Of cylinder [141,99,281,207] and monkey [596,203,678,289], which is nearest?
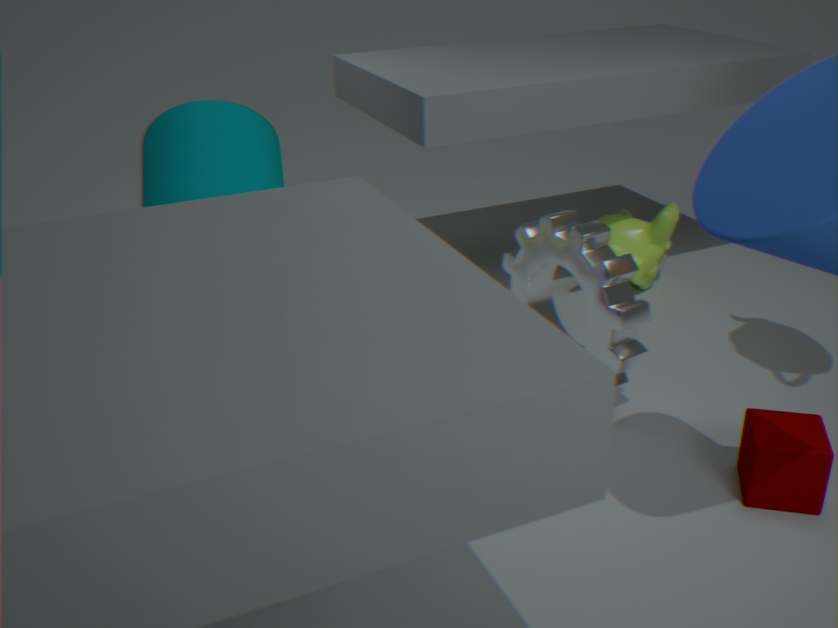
cylinder [141,99,281,207]
